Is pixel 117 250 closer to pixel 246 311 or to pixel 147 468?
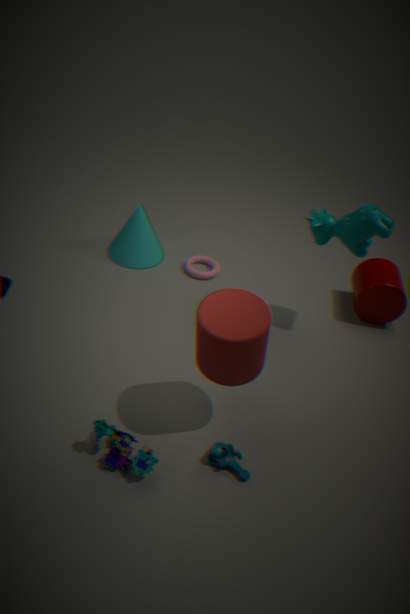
pixel 246 311
